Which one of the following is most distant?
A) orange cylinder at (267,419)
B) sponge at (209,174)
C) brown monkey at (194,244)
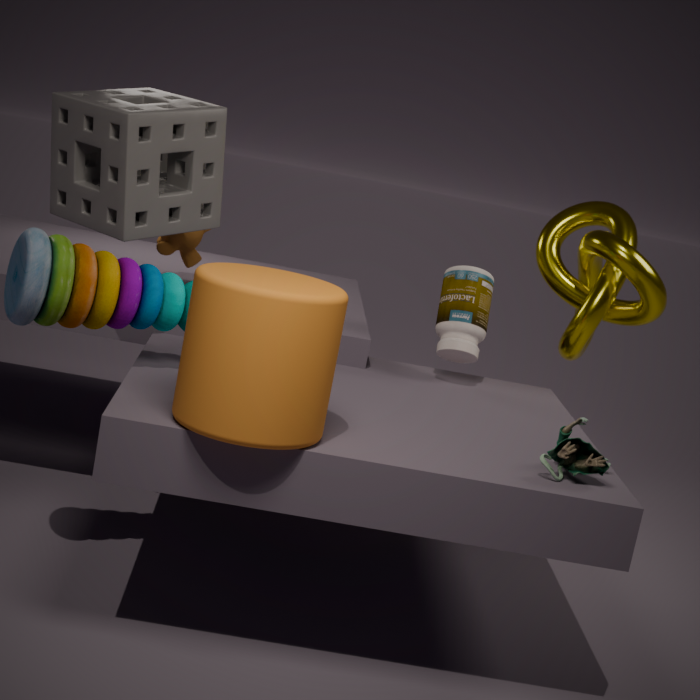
brown monkey at (194,244)
